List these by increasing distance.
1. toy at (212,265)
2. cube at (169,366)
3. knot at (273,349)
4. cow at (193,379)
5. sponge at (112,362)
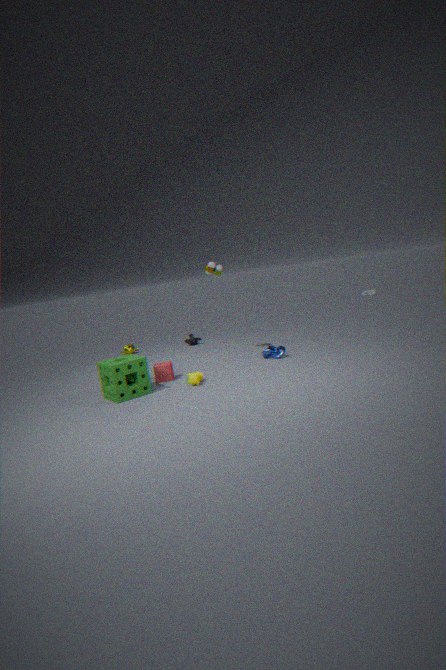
1. sponge at (112,362)
2. cow at (193,379)
3. cube at (169,366)
4. knot at (273,349)
5. toy at (212,265)
